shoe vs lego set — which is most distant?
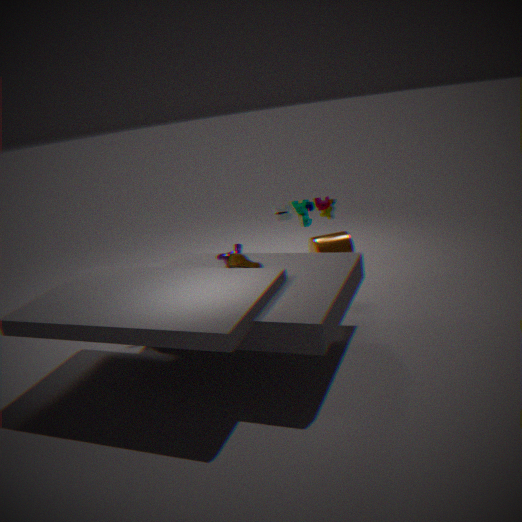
lego set
